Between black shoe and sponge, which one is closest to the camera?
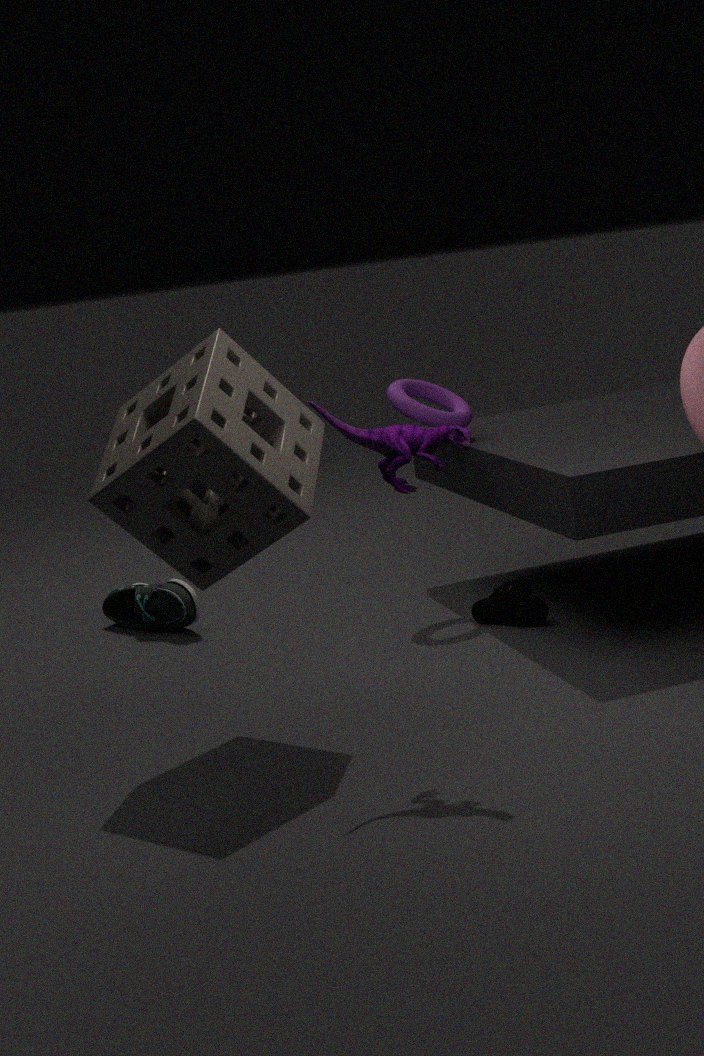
sponge
